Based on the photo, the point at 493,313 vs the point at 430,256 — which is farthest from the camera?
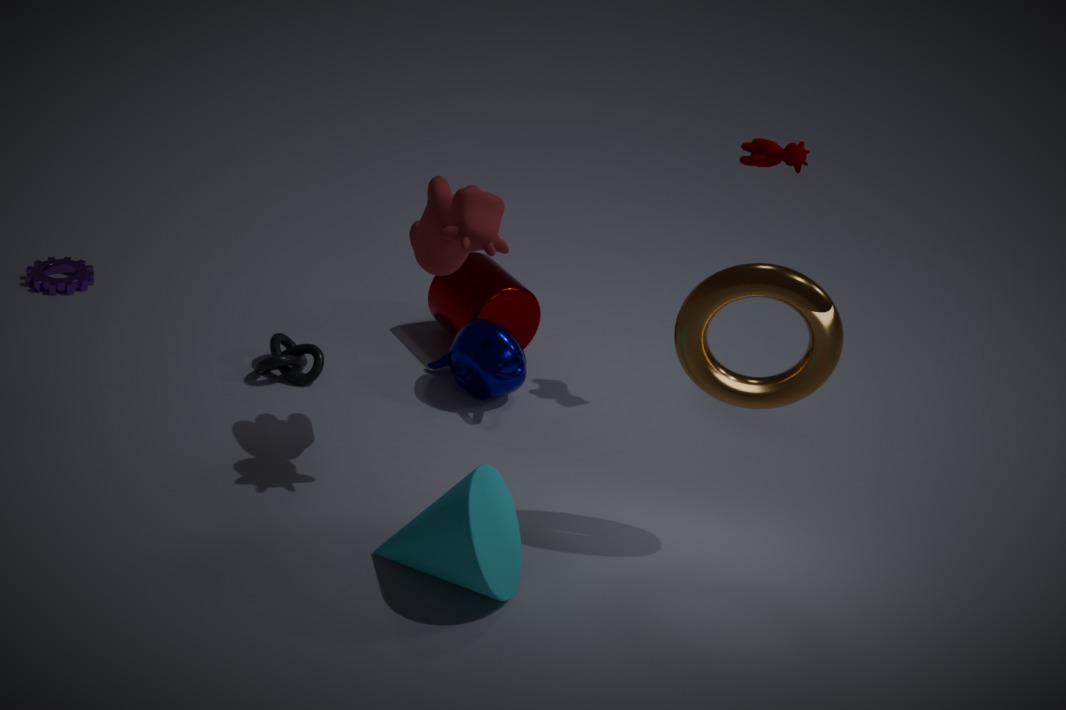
the point at 493,313
